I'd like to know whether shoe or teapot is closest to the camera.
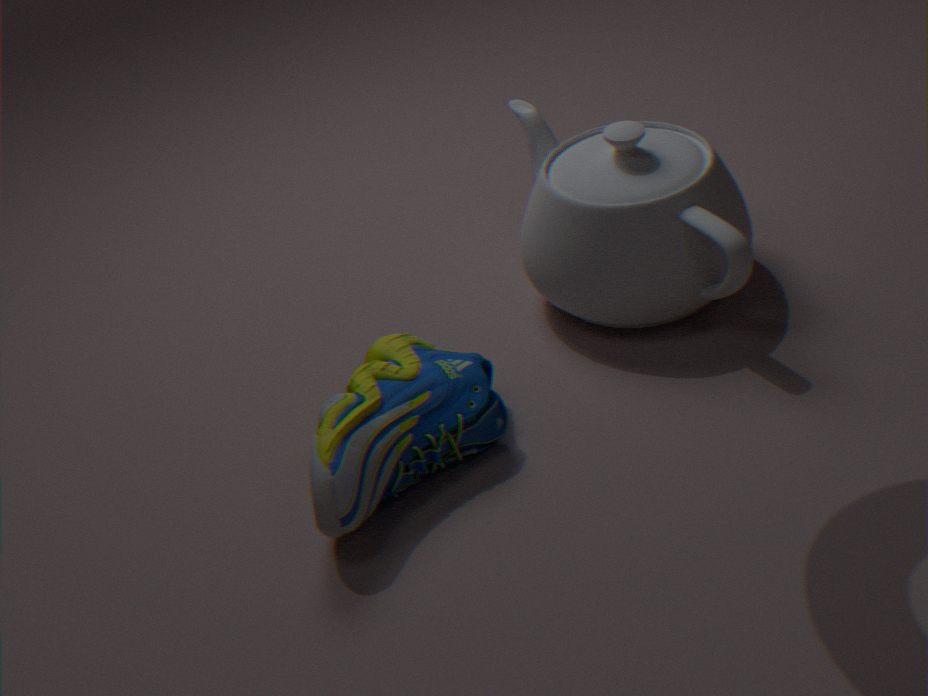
shoe
